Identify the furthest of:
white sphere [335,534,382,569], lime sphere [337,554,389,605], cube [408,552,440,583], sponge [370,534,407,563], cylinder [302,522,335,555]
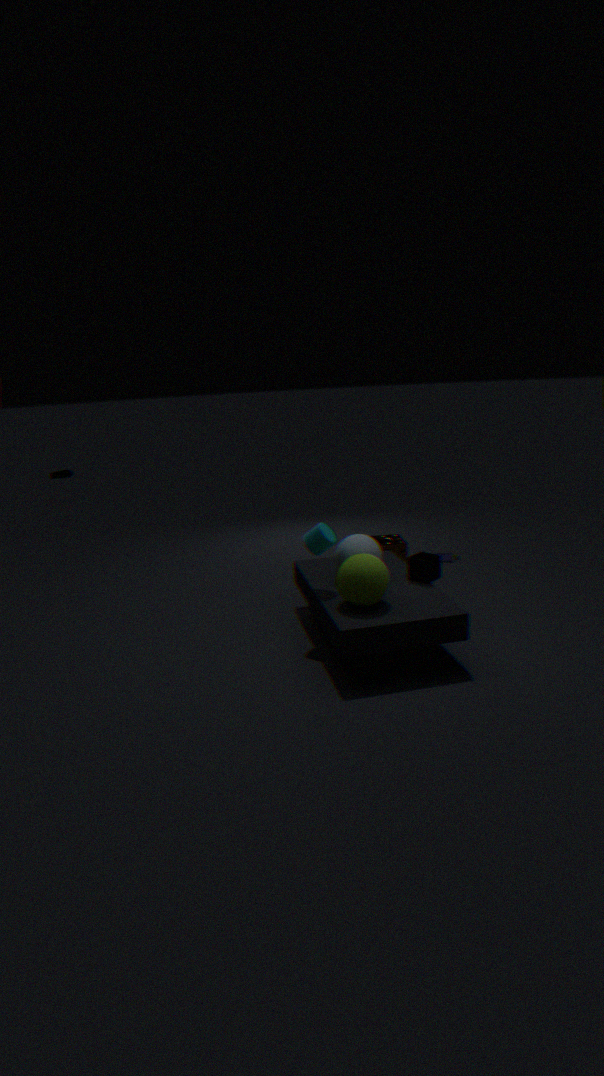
sponge [370,534,407,563]
